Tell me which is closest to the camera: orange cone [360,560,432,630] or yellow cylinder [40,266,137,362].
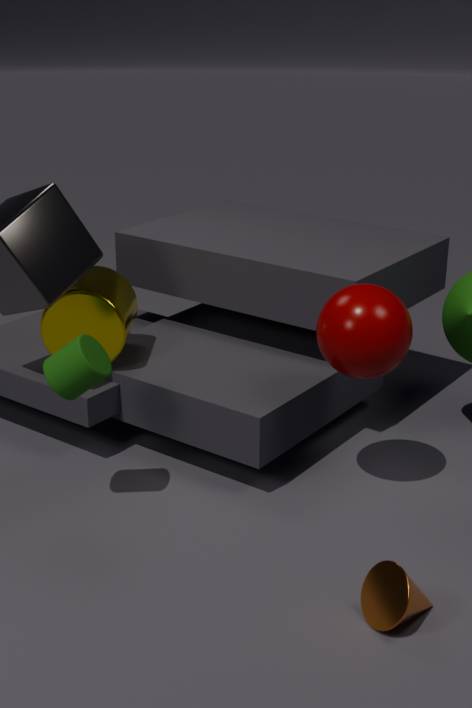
orange cone [360,560,432,630]
